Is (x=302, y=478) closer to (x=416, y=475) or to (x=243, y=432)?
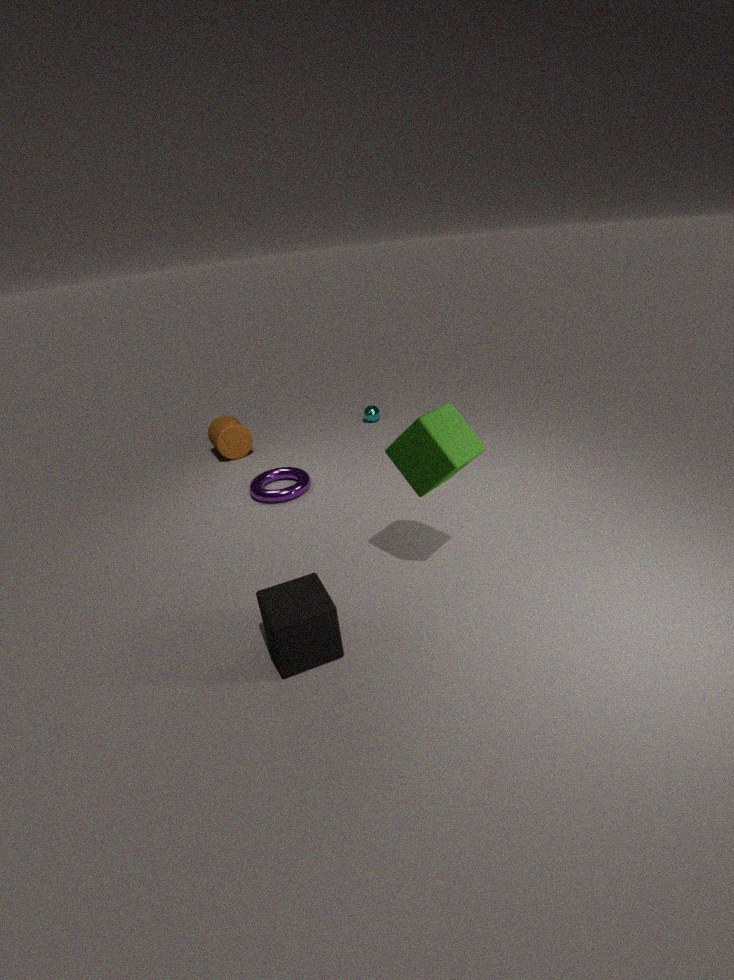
(x=243, y=432)
